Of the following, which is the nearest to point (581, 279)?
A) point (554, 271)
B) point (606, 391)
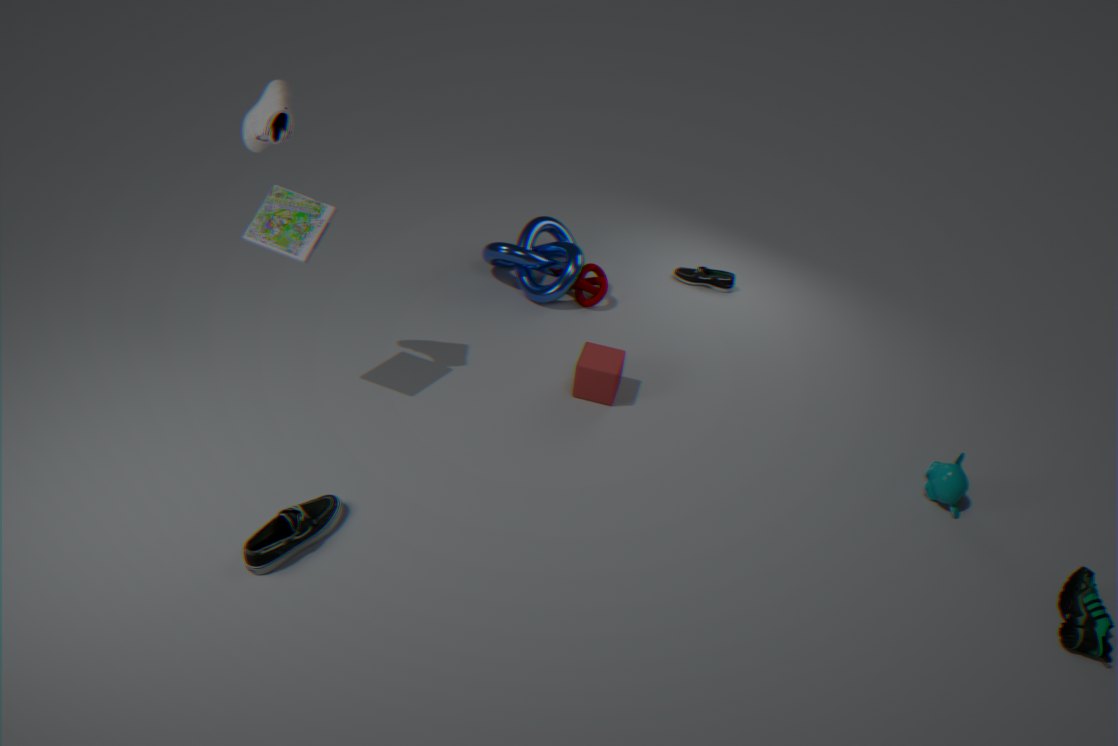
point (554, 271)
